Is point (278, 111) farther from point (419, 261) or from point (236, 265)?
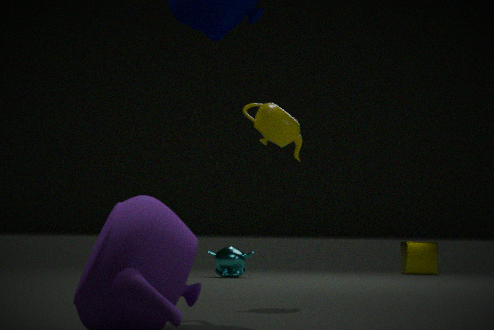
point (419, 261)
